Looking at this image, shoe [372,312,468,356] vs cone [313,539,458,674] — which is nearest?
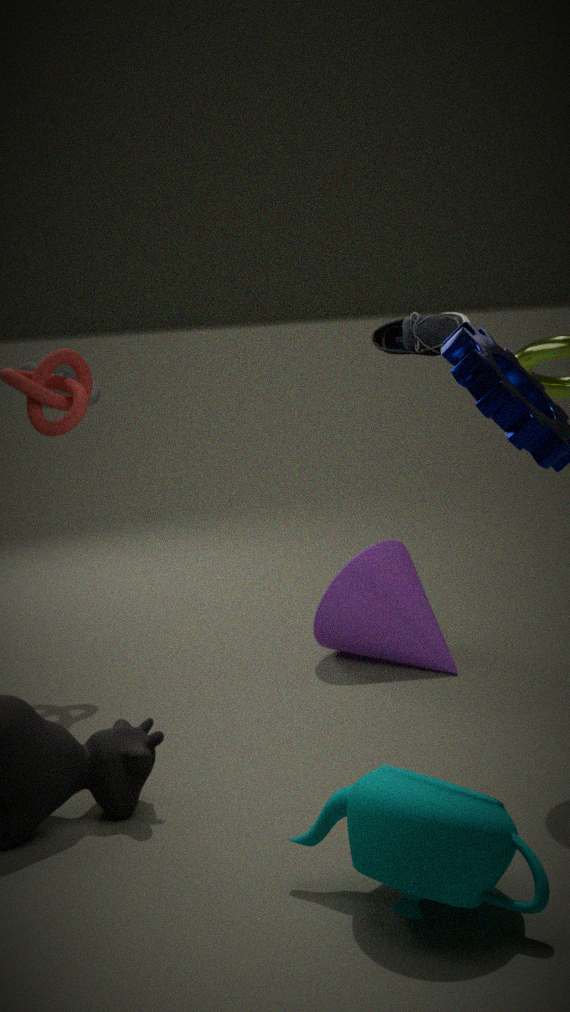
shoe [372,312,468,356]
